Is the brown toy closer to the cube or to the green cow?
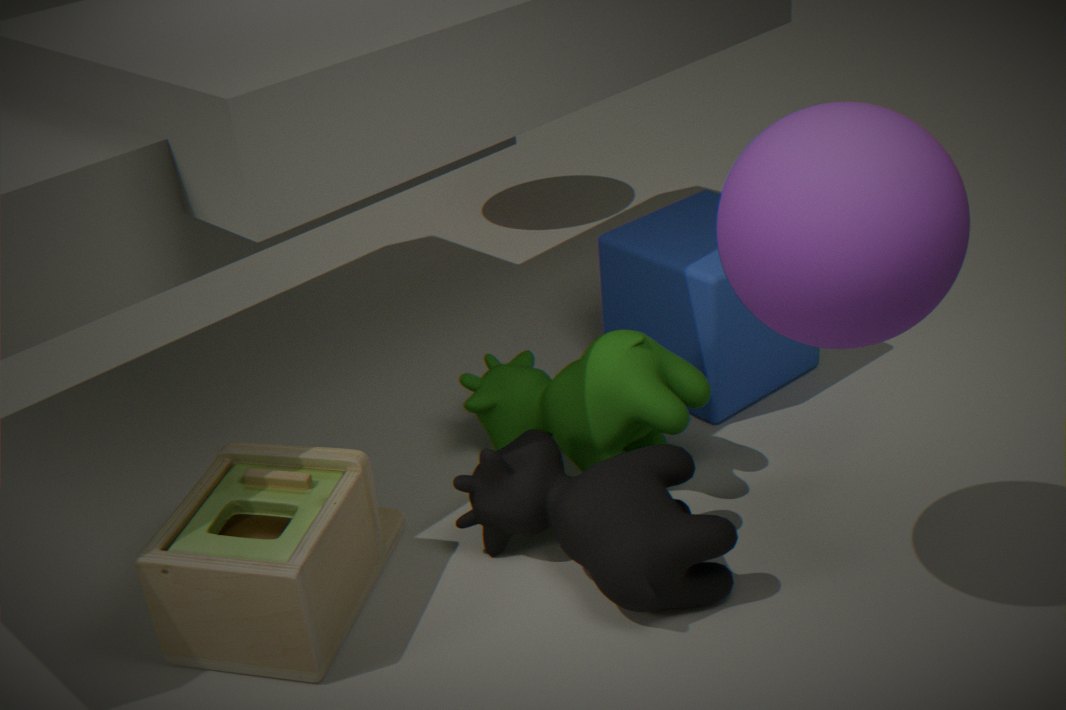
the green cow
